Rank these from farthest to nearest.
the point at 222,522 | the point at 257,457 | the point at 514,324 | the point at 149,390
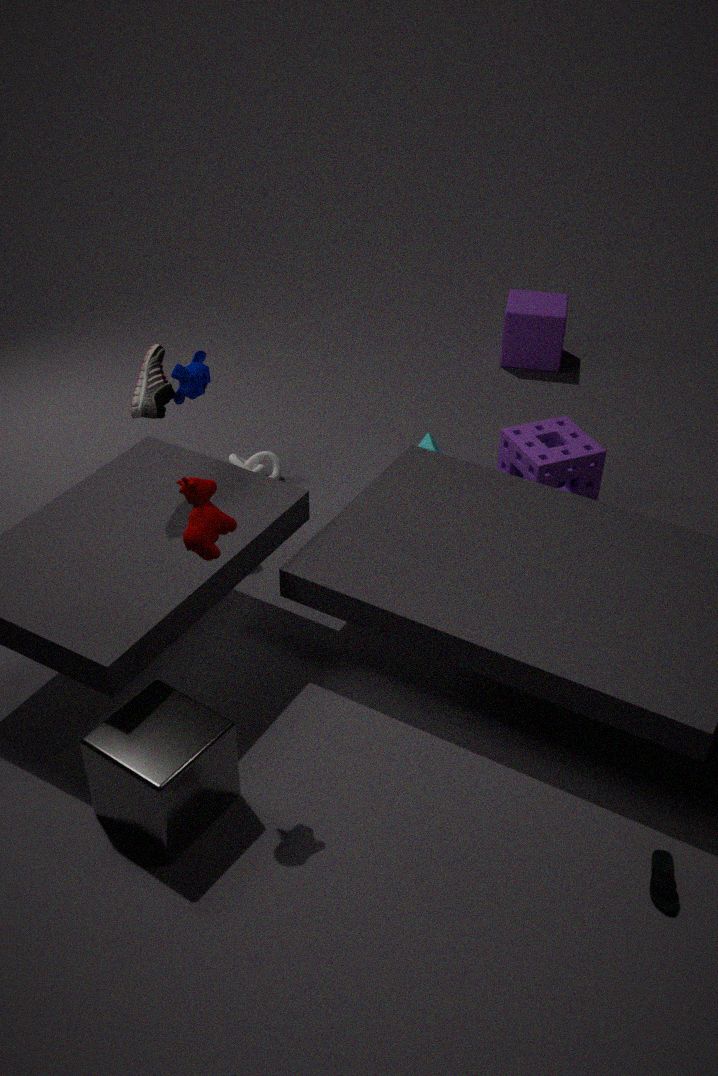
the point at 514,324 < the point at 257,457 < the point at 149,390 < the point at 222,522
